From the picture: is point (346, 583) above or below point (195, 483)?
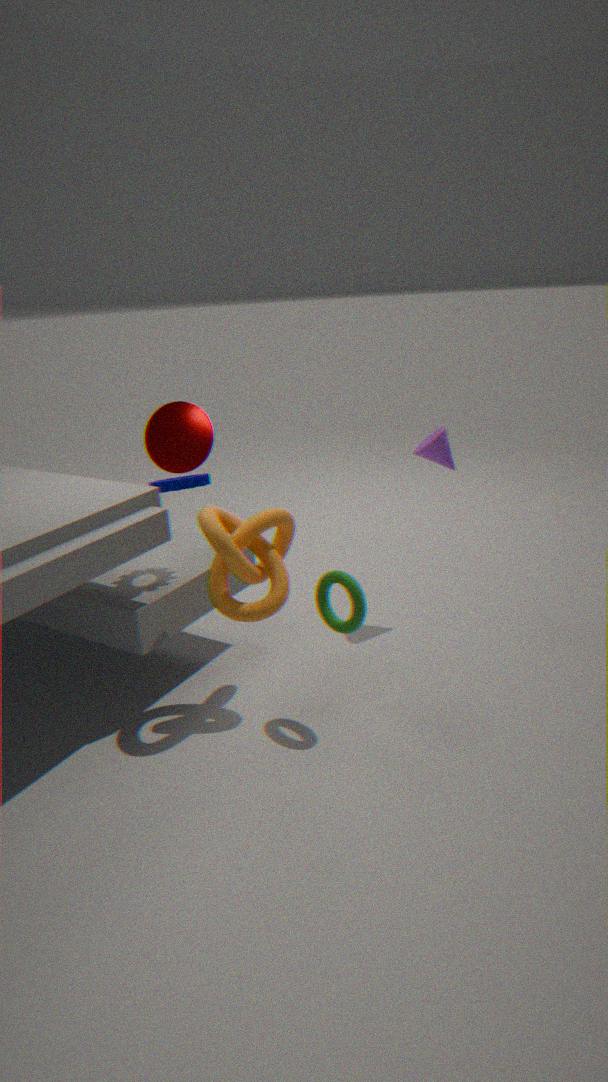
below
